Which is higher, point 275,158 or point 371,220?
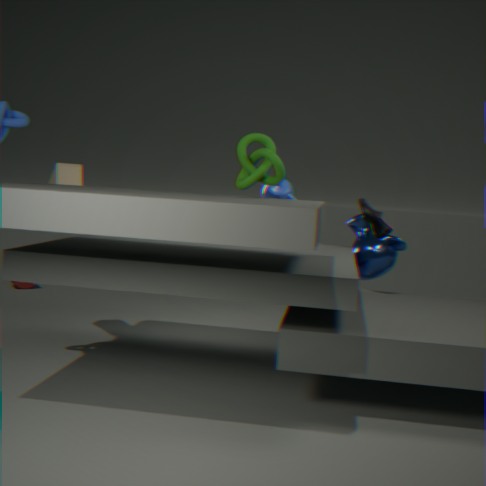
point 275,158
